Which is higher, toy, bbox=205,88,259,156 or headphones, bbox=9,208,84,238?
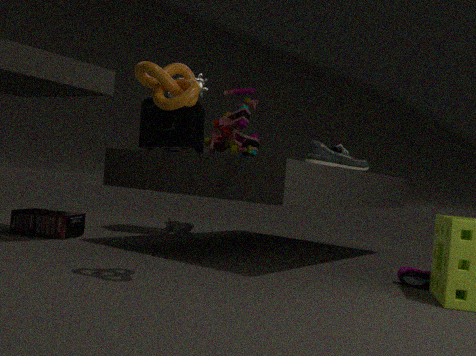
toy, bbox=205,88,259,156
